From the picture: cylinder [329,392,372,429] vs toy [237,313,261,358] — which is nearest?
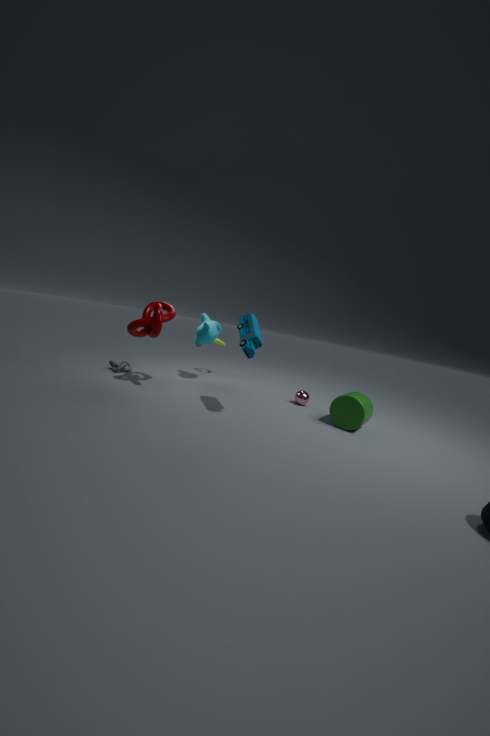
toy [237,313,261,358]
